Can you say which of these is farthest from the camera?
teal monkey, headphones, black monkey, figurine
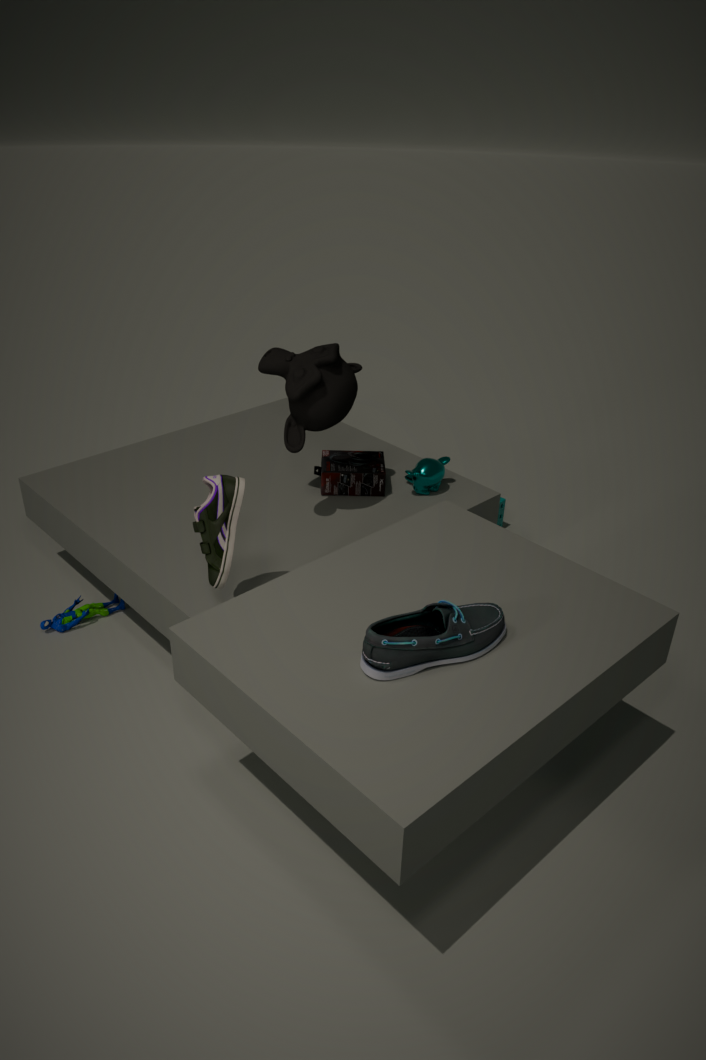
teal monkey
